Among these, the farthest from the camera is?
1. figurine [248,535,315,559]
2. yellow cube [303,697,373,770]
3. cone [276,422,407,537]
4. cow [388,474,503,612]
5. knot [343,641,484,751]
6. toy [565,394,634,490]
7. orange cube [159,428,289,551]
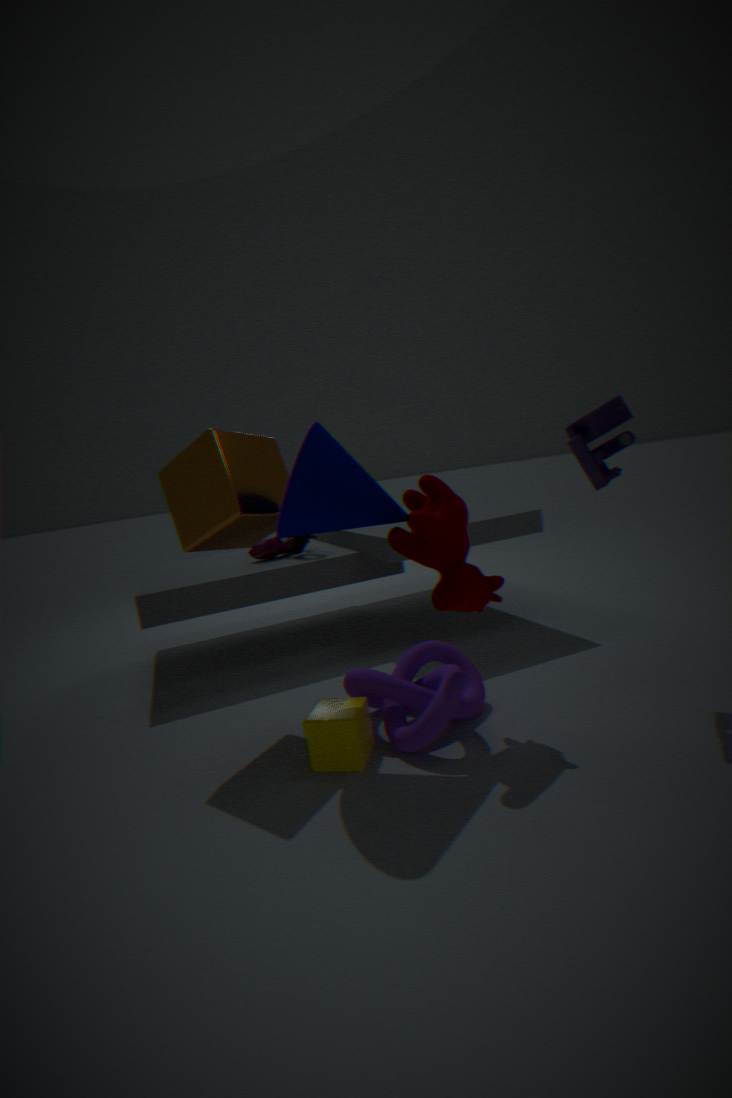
figurine [248,535,315,559]
